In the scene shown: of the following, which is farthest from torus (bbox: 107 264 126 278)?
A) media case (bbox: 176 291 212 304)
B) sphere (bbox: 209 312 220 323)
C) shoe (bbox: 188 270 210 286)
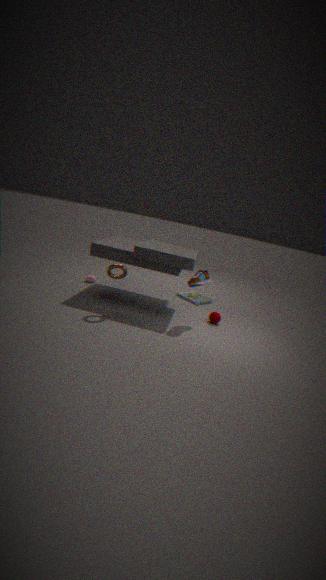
media case (bbox: 176 291 212 304)
